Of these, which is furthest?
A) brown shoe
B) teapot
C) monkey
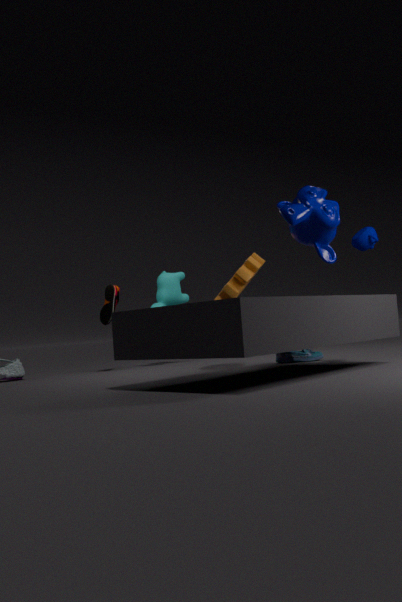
brown shoe
